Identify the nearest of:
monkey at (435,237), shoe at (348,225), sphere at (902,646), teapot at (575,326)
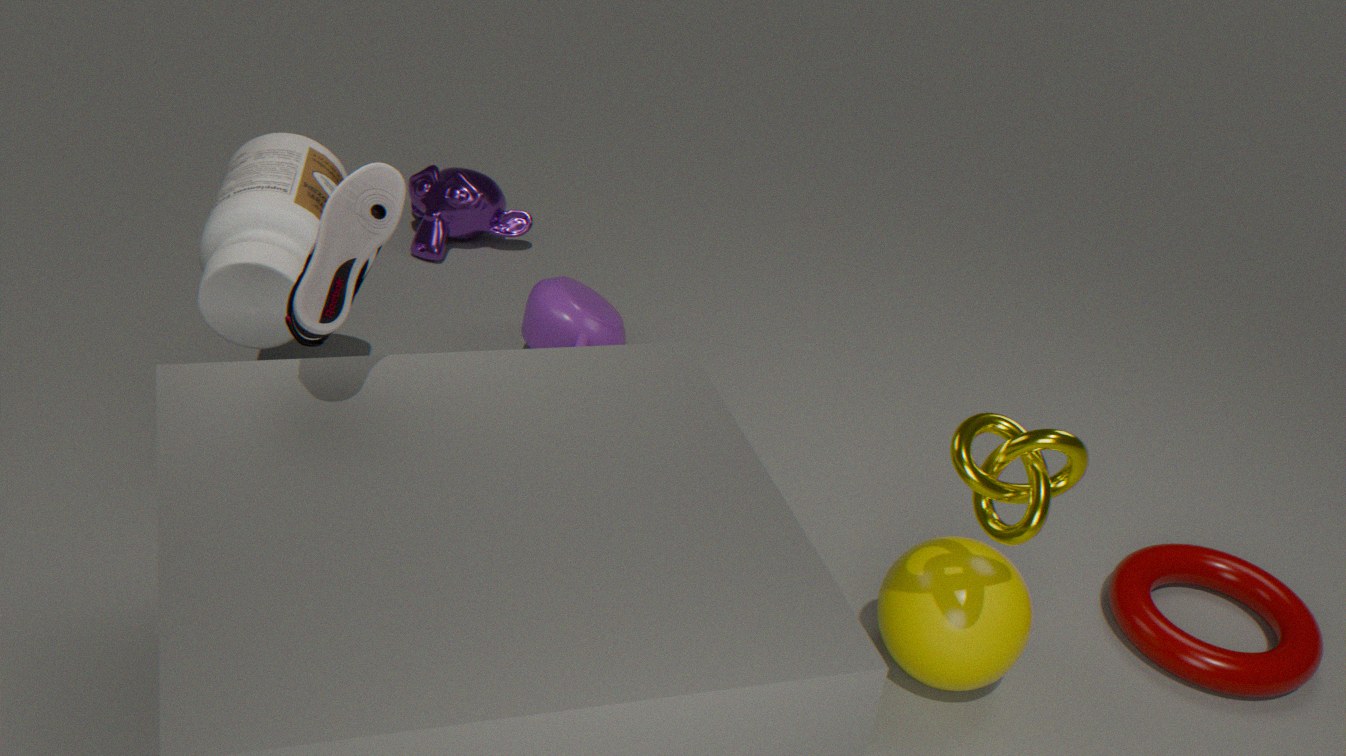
shoe at (348,225)
